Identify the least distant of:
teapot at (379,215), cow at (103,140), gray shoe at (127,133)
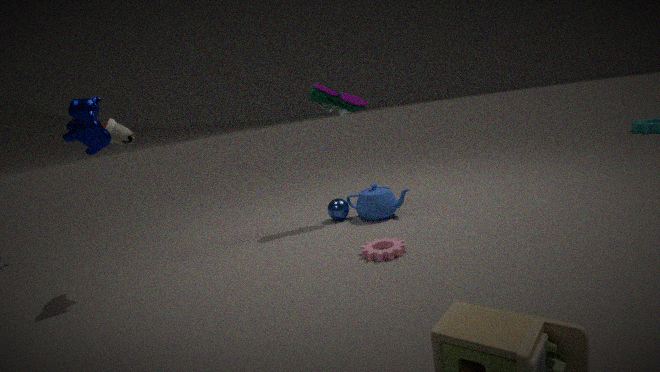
cow at (103,140)
